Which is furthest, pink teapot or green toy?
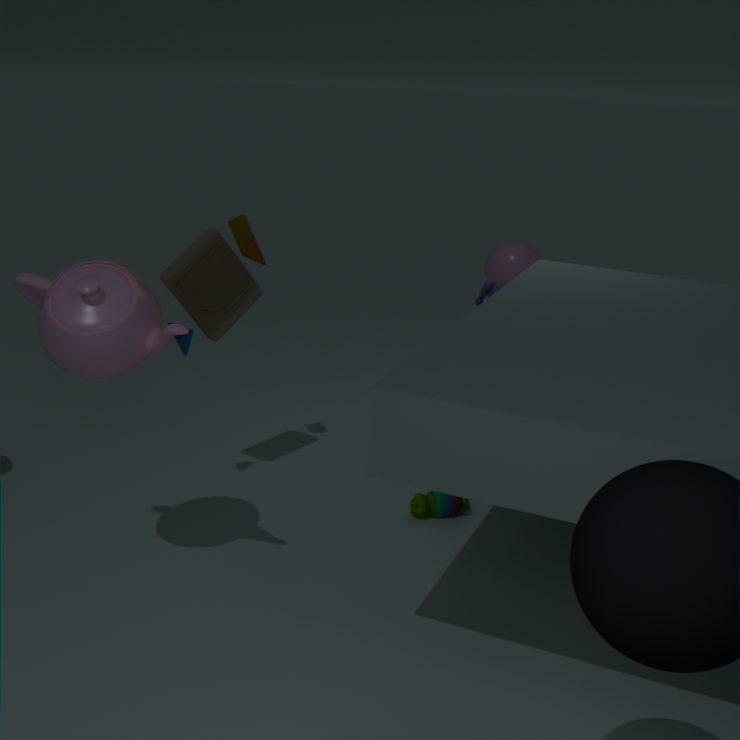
green toy
